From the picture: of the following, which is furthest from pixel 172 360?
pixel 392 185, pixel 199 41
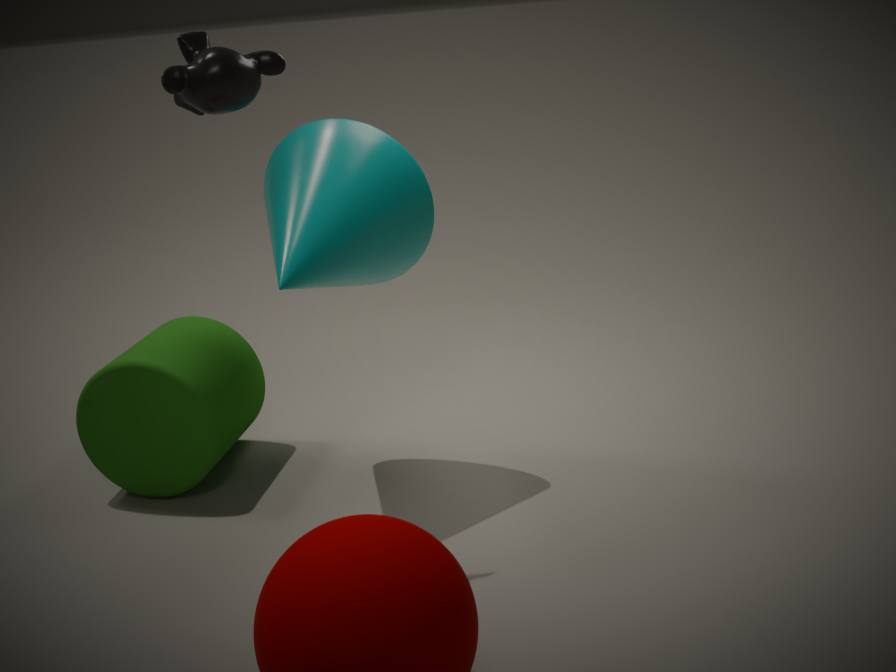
pixel 199 41
